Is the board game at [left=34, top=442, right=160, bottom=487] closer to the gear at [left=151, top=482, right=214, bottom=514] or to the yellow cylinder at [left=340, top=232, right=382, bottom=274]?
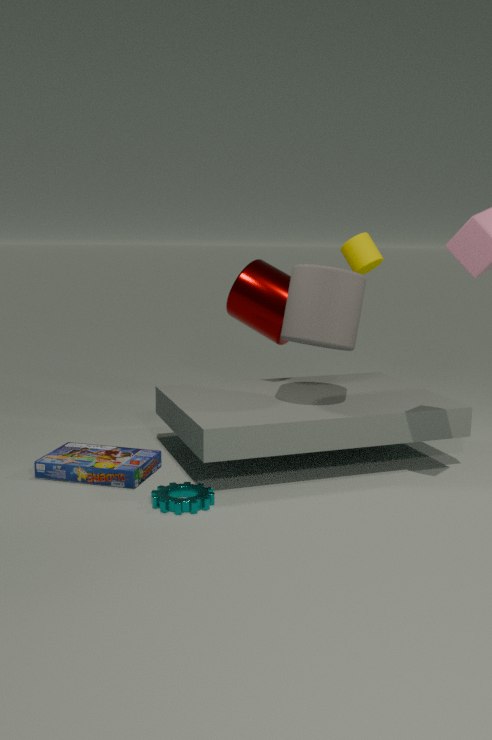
the gear at [left=151, top=482, right=214, bottom=514]
